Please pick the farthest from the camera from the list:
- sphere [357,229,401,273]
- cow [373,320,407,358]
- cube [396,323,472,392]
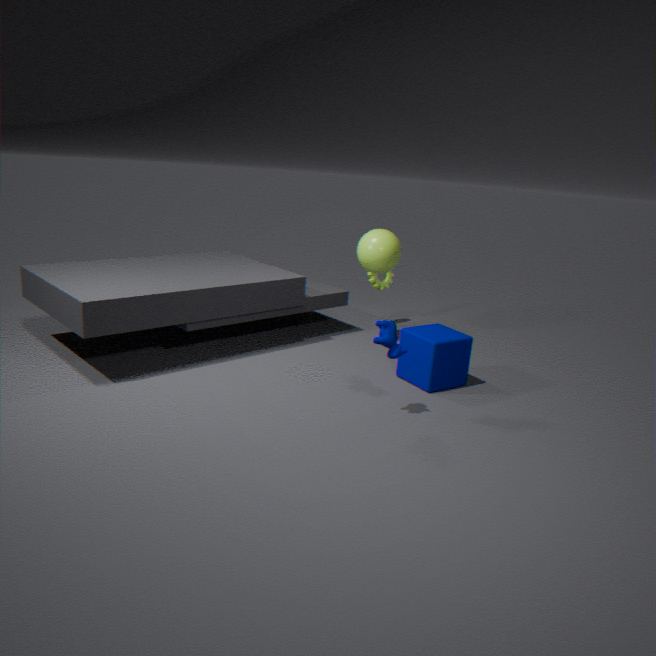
sphere [357,229,401,273]
